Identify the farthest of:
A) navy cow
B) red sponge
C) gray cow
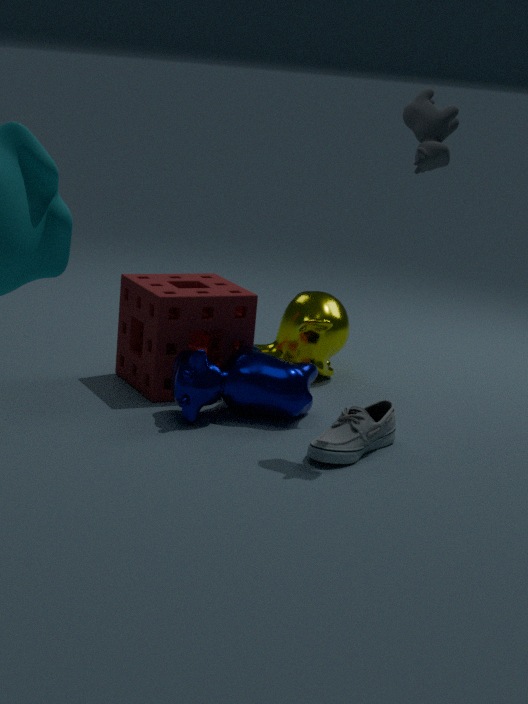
red sponge
